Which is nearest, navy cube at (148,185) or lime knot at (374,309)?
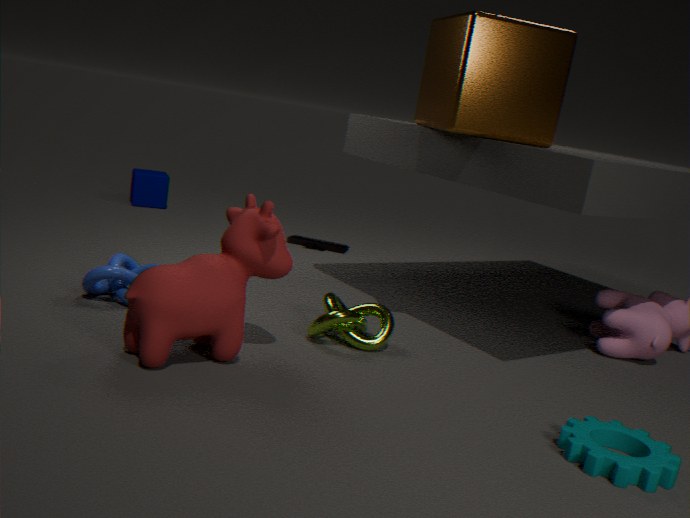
lime knot at (374,309)
